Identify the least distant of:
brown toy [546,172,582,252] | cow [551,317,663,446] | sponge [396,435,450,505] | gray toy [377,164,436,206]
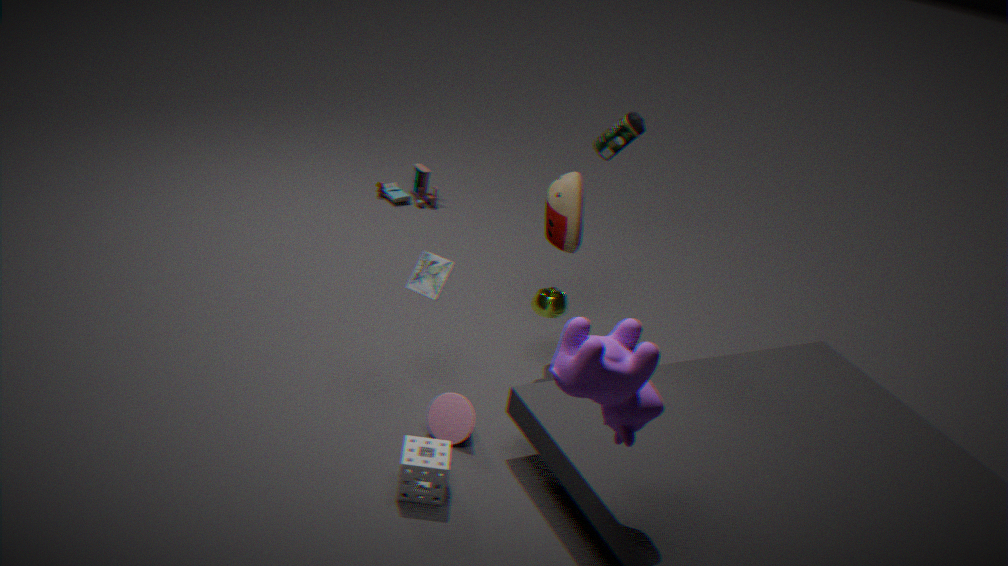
cow [551,317,663,446]
